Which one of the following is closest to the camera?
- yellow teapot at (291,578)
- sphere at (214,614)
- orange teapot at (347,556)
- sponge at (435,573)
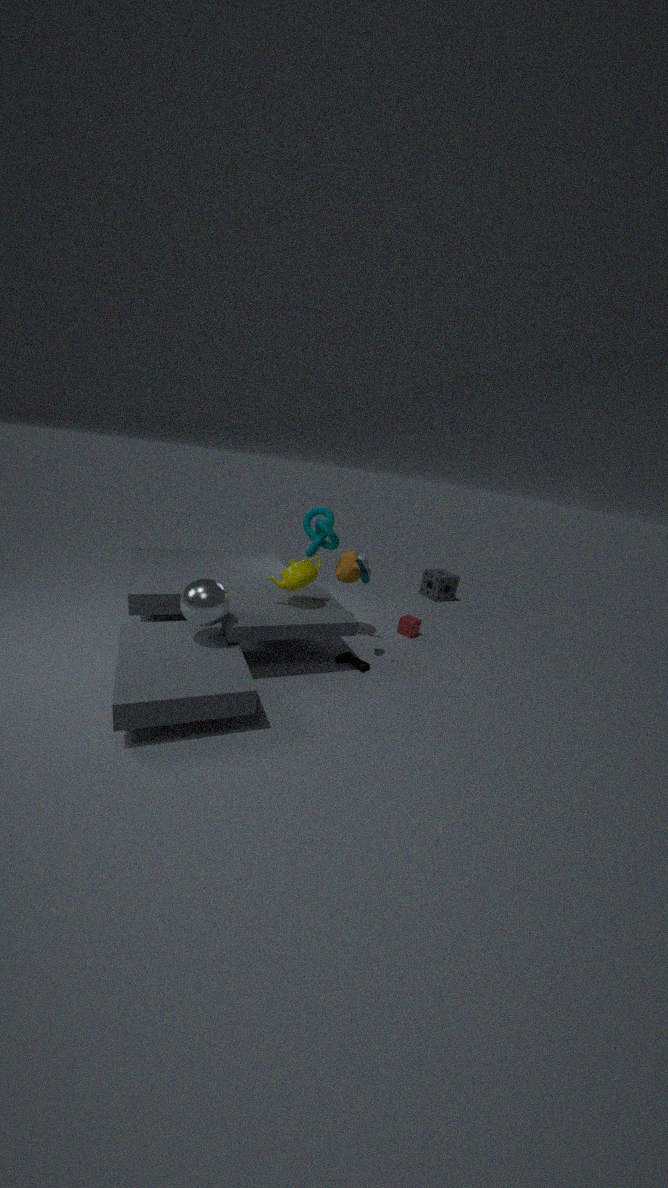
sphere at (214,614)
